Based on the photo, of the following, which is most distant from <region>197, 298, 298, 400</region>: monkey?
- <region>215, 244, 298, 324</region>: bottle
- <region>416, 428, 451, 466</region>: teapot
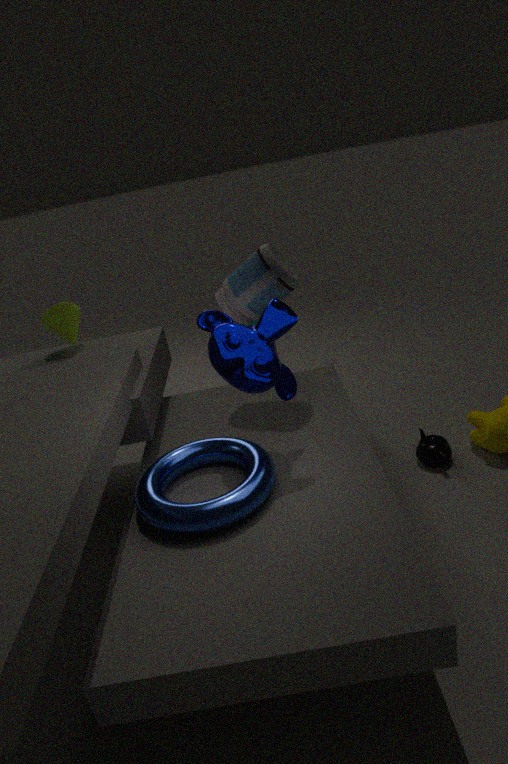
<region>416, 428, 451, 466</region>: teapot
